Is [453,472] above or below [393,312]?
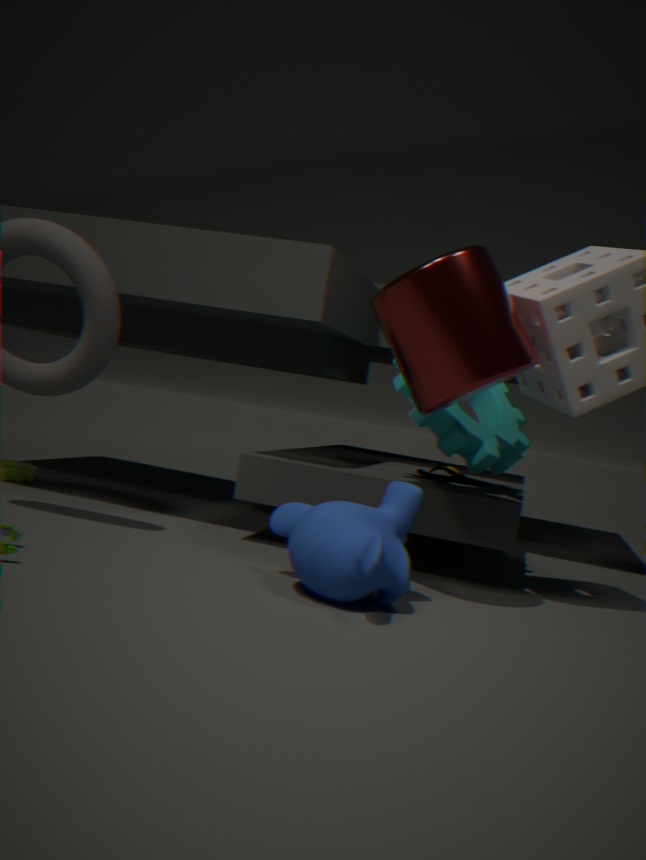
below
